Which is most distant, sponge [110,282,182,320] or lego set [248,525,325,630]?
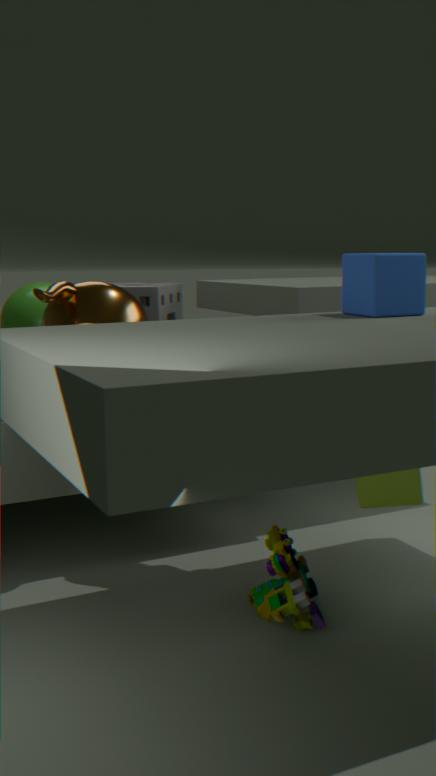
sponge [110,282,182,320]
